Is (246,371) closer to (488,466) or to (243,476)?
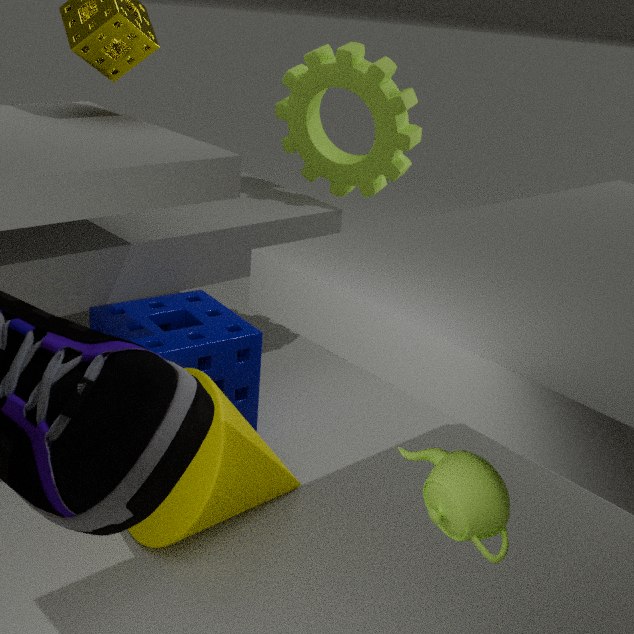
(243,476)
